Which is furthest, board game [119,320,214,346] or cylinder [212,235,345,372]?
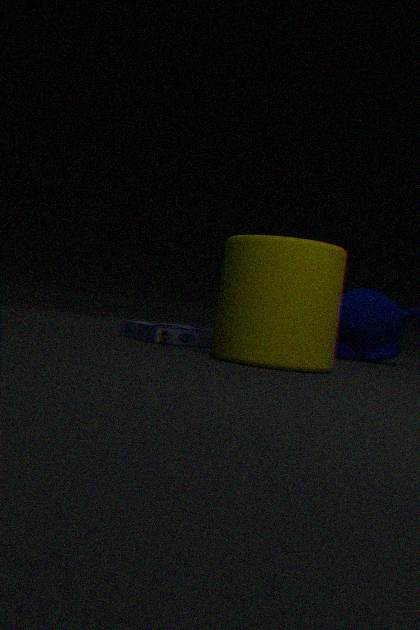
board game [119,320,214,346]
